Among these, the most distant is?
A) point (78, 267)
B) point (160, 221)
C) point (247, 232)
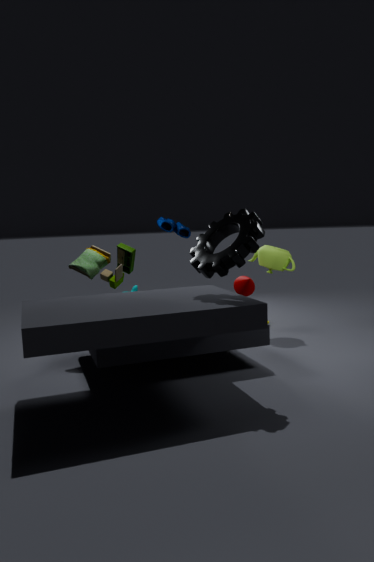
point (160, 221)
